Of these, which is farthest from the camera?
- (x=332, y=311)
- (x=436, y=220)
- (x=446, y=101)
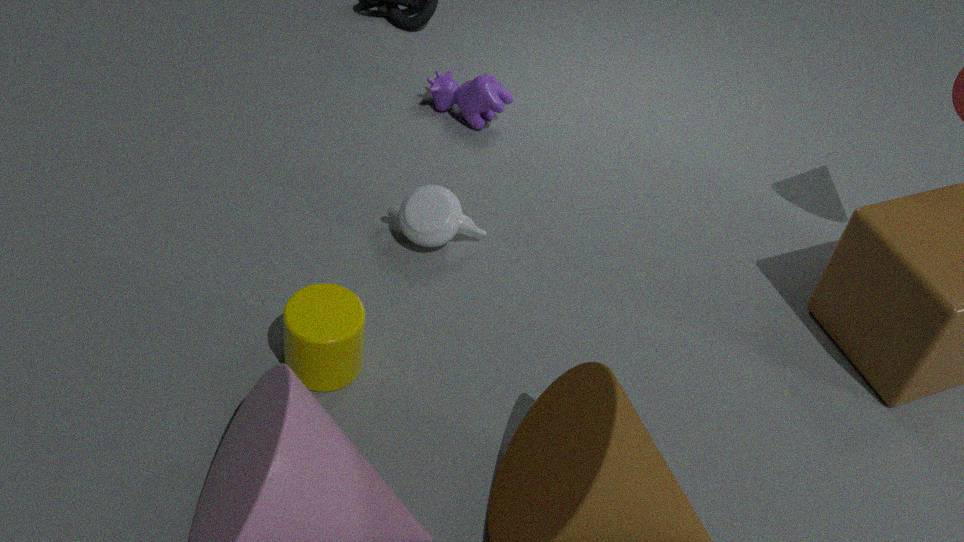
(x=446, y=101)
